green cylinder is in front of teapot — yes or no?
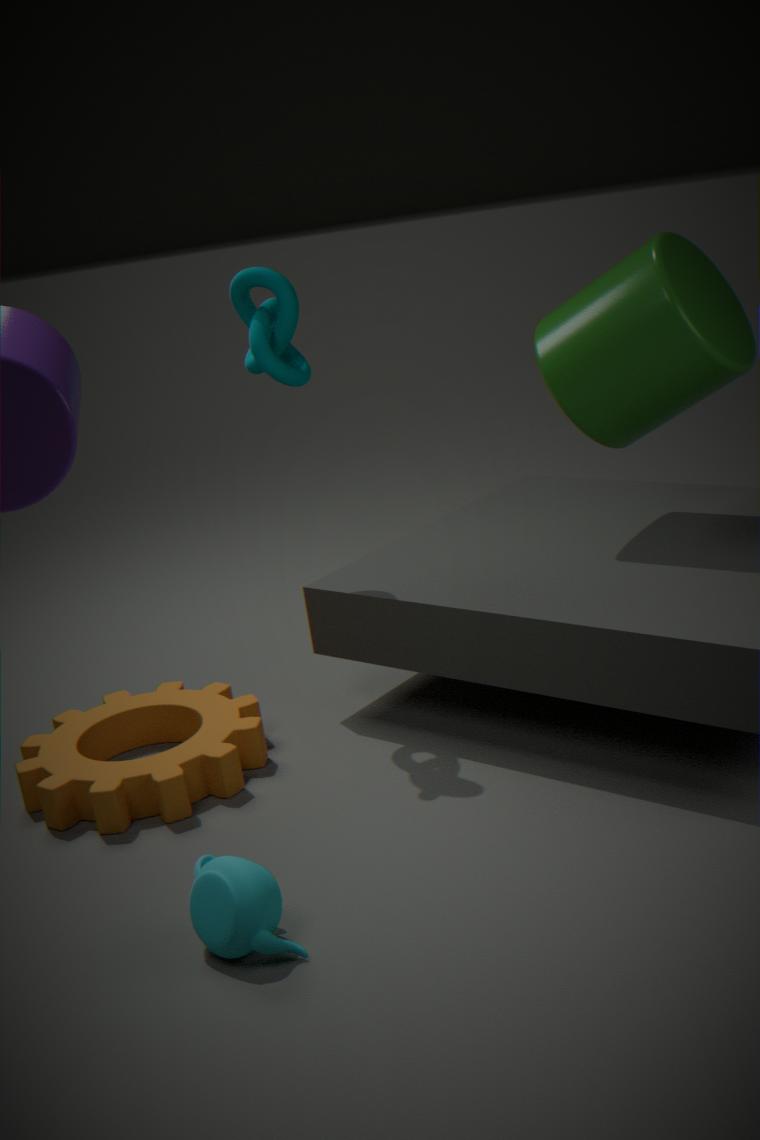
No
